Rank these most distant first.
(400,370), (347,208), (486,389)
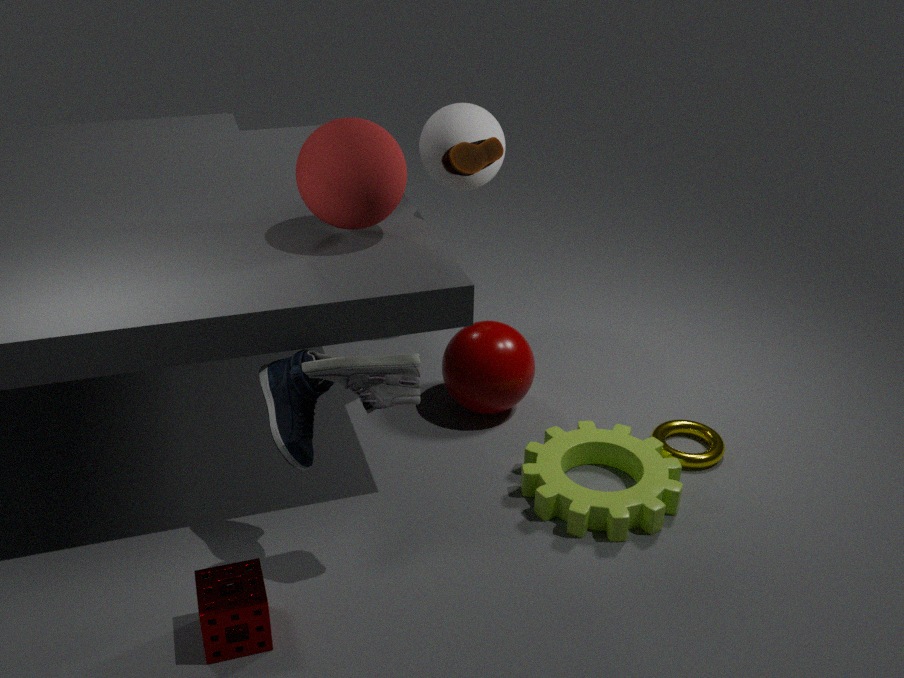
(486,389), (347,208), (400,370)
